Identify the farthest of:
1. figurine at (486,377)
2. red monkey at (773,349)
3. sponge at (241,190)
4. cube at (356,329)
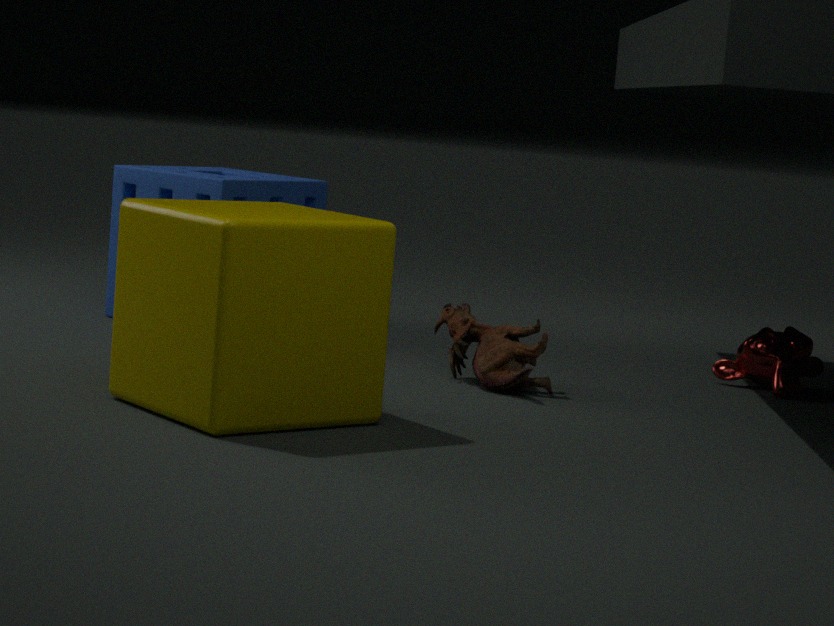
sponge at (241,190)
